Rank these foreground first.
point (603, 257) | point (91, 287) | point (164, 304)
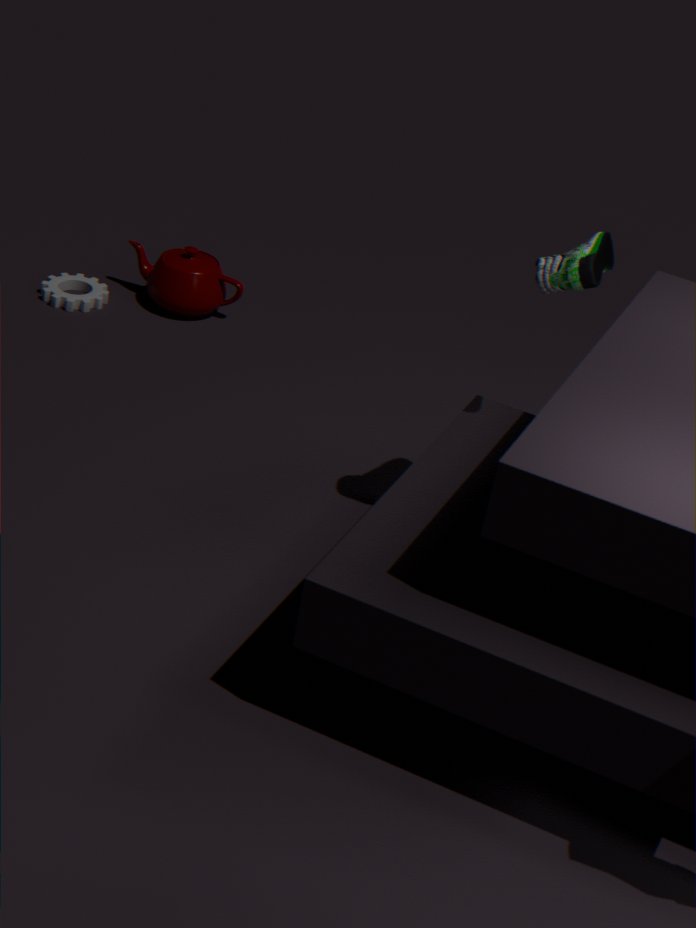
point (603, 257) < point (164, 304) < point (91, 287)
